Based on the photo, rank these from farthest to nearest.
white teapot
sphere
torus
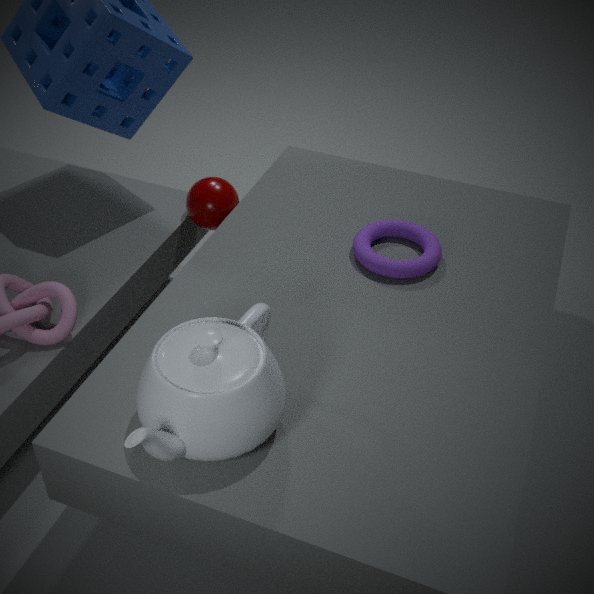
sphere
torus
white teapot
